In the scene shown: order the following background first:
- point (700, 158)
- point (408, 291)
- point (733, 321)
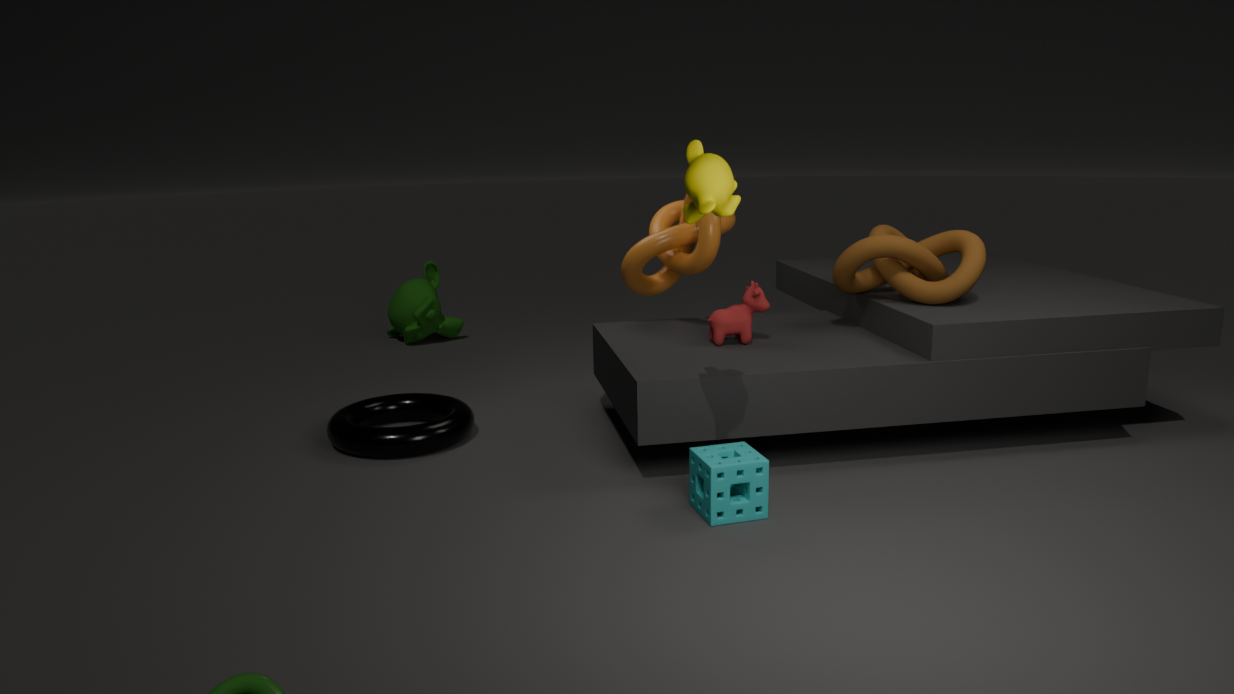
point (408, 291), point (733, 321), point (700, 158)
